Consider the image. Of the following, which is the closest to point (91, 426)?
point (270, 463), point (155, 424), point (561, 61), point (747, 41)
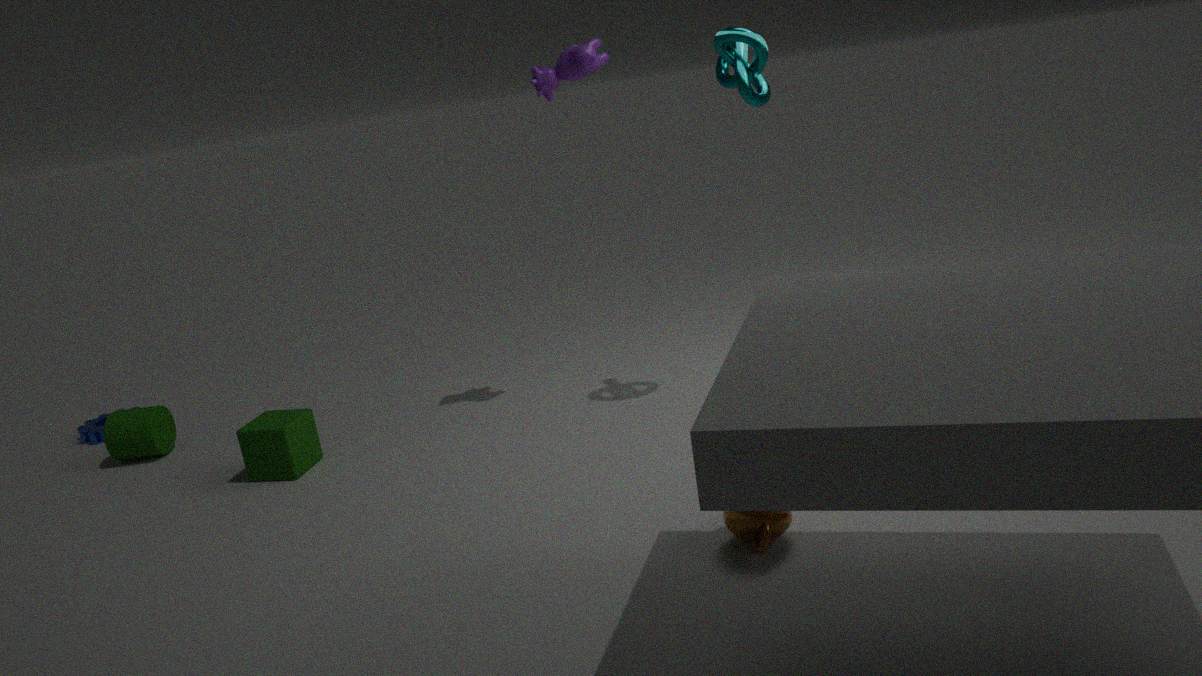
point (155, 424)
